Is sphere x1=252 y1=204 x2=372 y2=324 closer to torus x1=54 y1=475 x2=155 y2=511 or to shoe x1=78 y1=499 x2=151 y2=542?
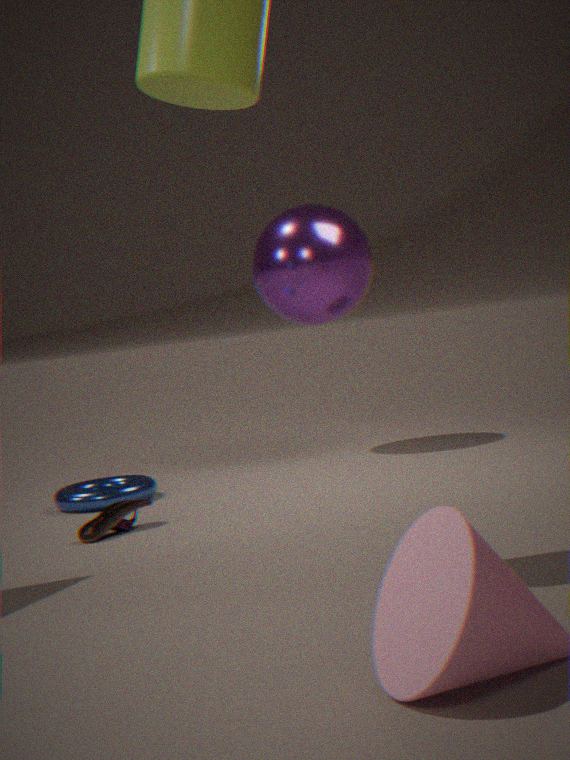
torus x1=54 y1=475 x2=155 y2=511
